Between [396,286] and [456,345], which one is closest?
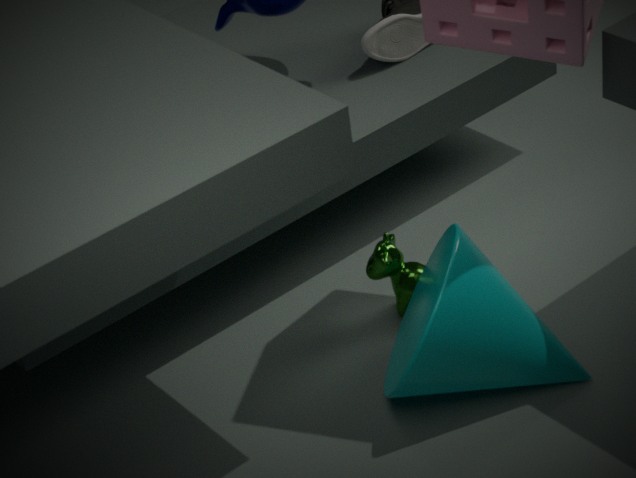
[456,345]
